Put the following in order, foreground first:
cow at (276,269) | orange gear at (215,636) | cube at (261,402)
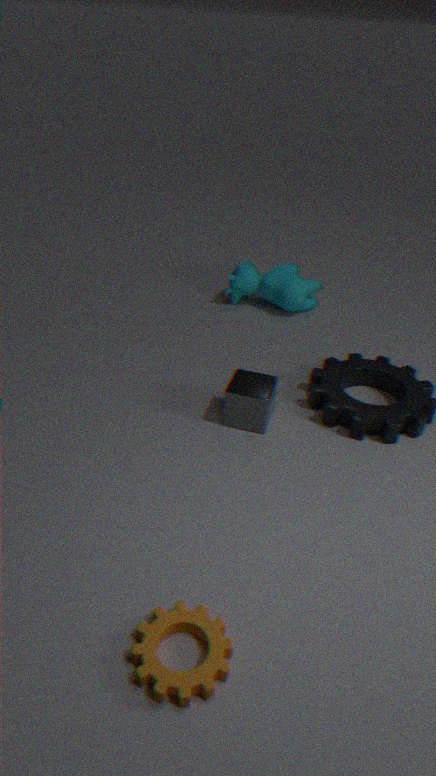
orange gear at (215,636), cube at (261,402), cow at (276,269)
